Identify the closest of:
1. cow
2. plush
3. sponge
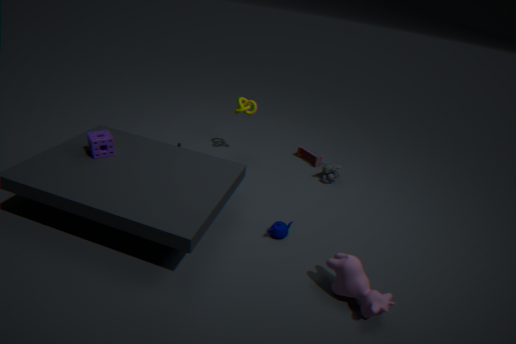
cow
